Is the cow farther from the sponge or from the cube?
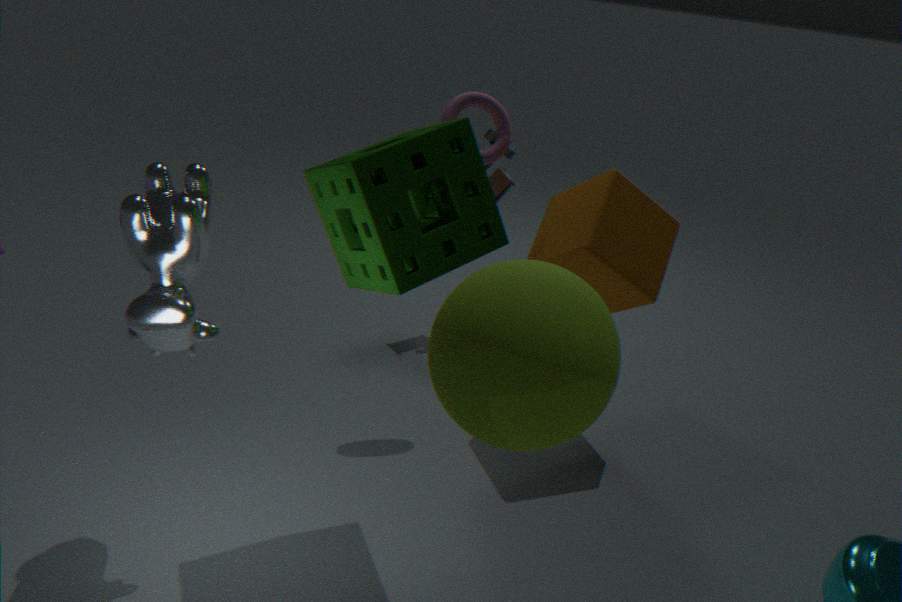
the cube
